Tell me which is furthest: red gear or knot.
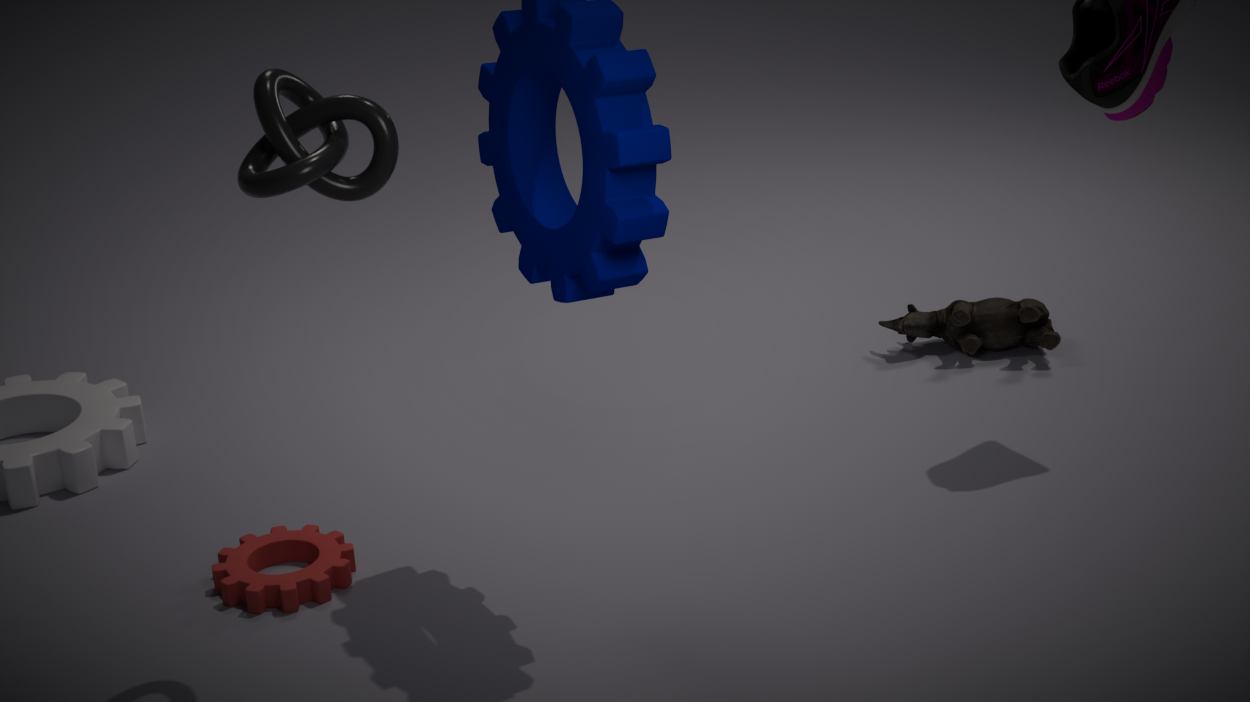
red gear
